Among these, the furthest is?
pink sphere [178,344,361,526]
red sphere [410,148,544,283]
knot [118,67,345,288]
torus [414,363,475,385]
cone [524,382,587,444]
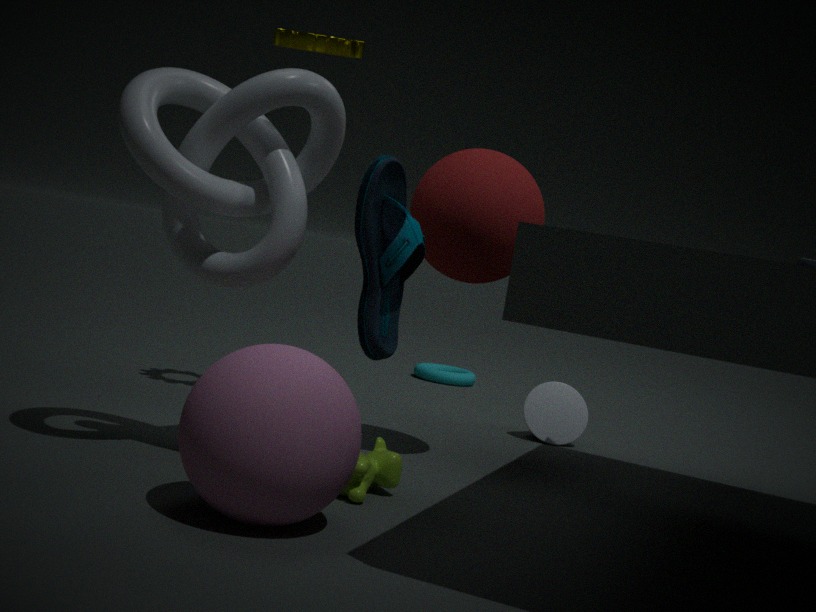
torus [414,363,475,385]
